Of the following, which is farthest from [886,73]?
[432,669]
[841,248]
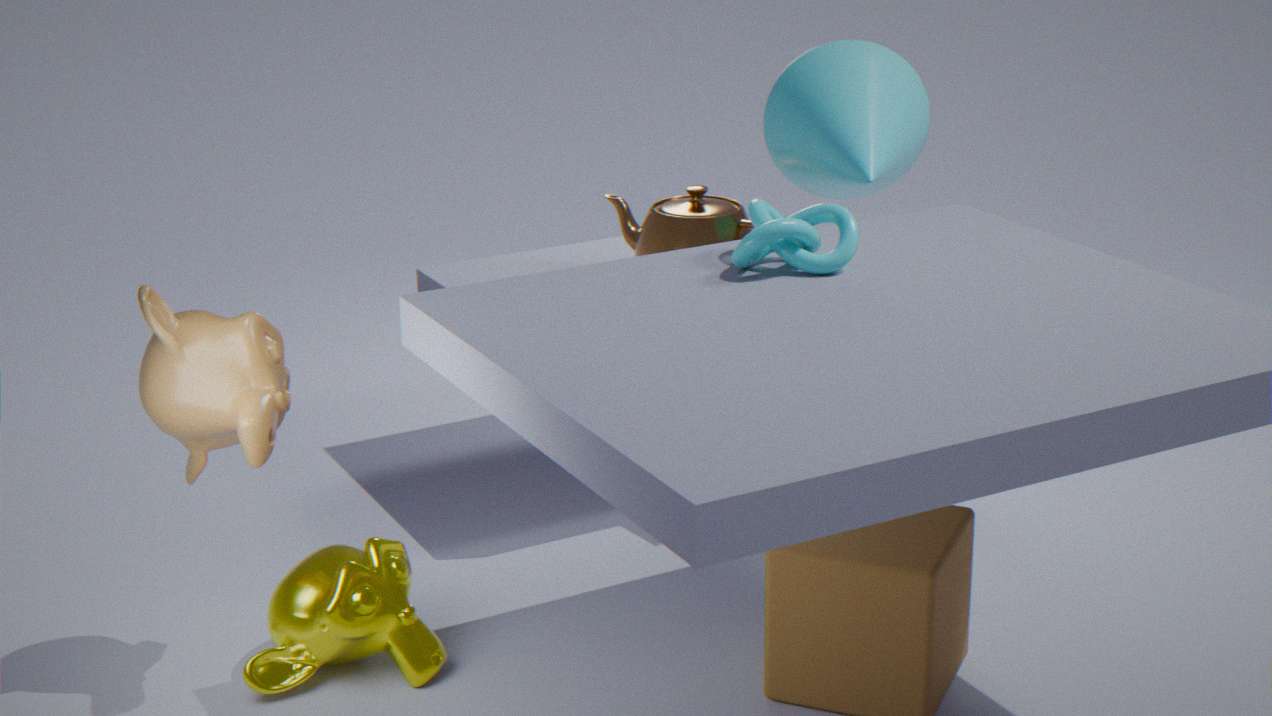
[432,669]
